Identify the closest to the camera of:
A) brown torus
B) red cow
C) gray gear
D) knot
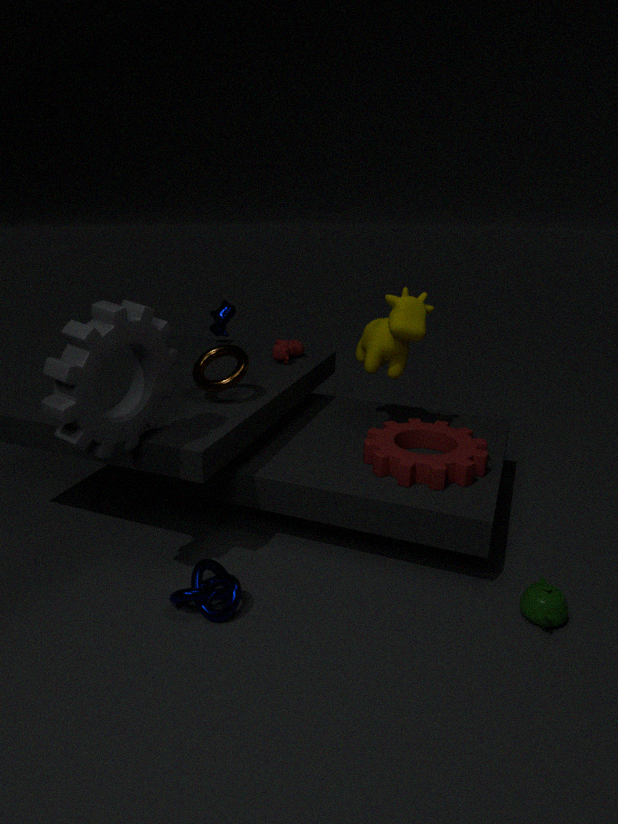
gray gear
